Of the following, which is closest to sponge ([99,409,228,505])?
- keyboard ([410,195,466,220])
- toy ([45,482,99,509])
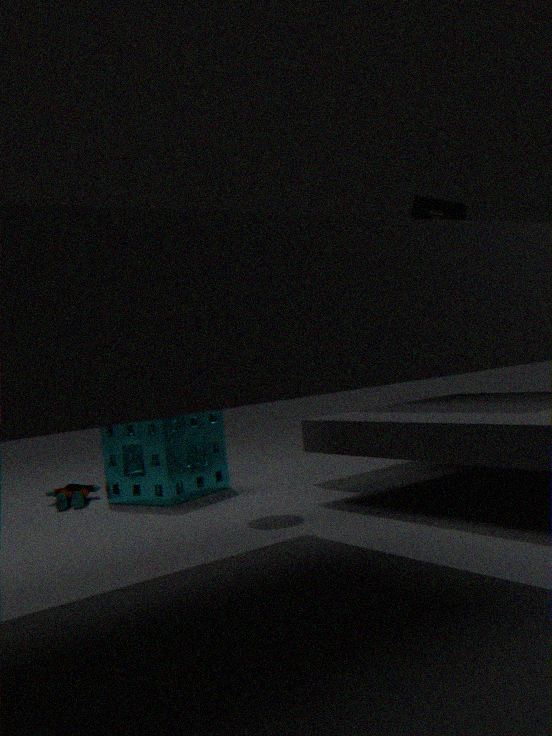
toy ([45,482,99,509])
